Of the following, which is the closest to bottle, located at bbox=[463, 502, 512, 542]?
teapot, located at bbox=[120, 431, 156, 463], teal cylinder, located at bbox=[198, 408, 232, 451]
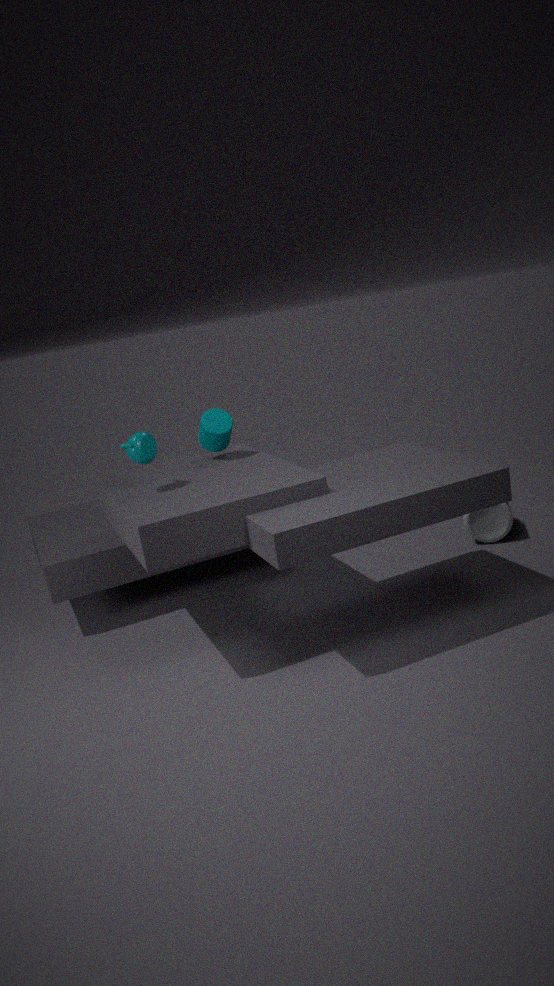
teal cylinder, located at bbox=[198, 408, 232, 451]
